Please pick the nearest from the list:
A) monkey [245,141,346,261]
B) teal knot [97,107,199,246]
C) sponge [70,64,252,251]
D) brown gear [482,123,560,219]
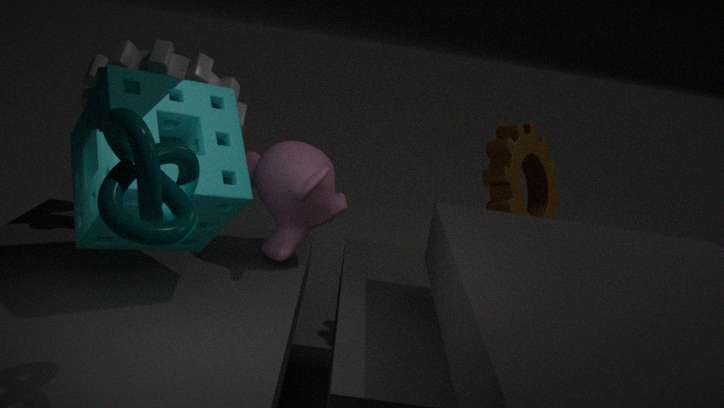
teal knot [97,107,199,246]
